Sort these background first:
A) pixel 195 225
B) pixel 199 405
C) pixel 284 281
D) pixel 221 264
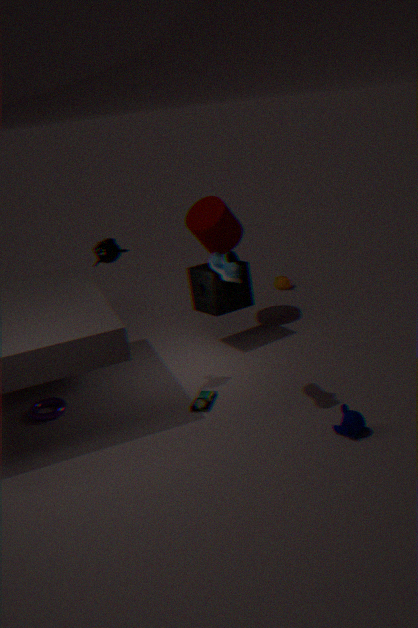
pixel 284 281, pixel 195 225, pixel 199 405, pixel 221 264
